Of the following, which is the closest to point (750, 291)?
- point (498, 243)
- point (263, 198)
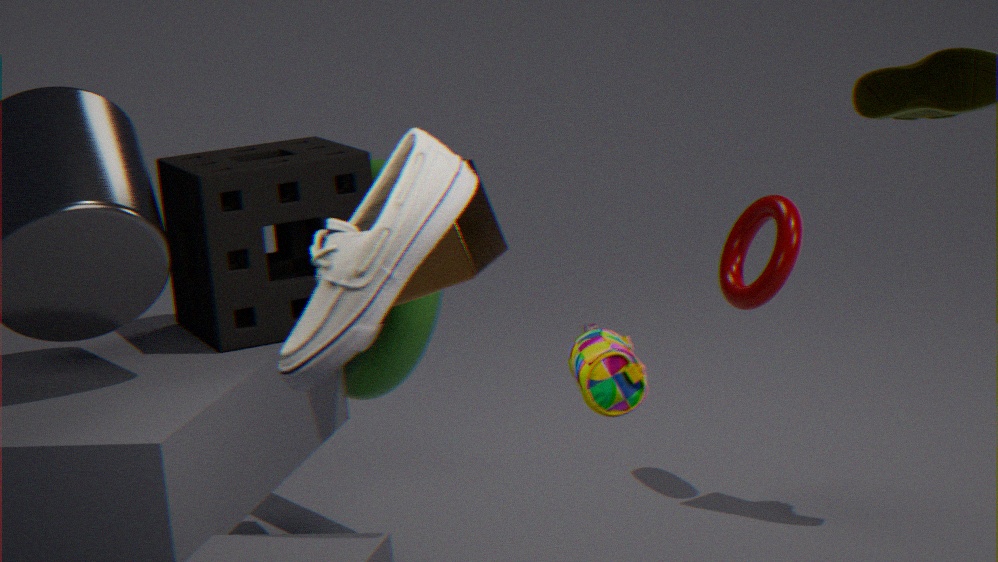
point (263, 198)
